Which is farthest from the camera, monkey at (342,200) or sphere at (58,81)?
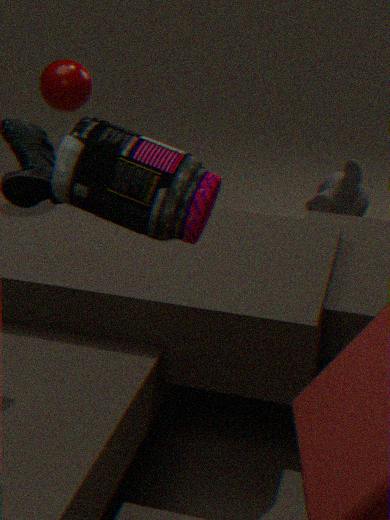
monkey at (342,200)
